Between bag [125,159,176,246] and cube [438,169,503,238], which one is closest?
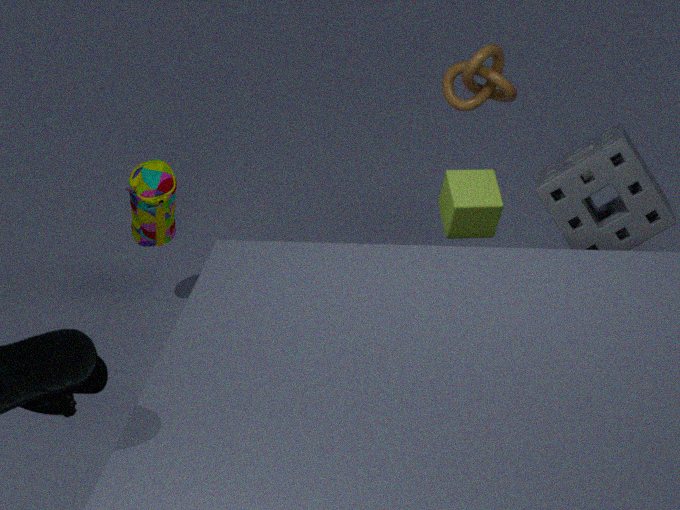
cube [438,169,503,238]
